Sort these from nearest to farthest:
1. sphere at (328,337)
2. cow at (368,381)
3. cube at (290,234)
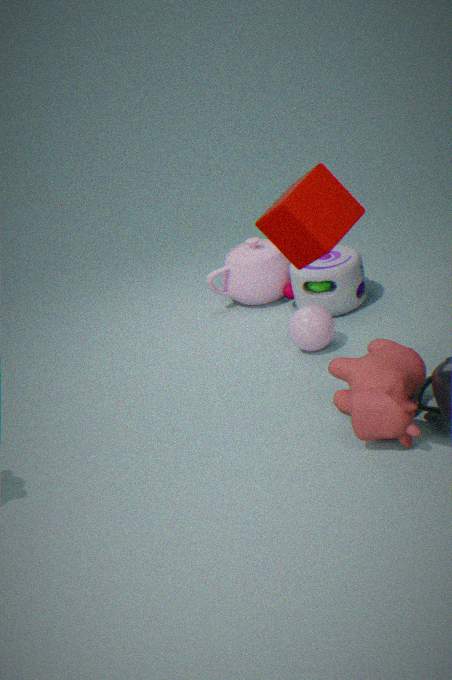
cube at (290,234)
cow at (368,381)
sphere at (328,337)
